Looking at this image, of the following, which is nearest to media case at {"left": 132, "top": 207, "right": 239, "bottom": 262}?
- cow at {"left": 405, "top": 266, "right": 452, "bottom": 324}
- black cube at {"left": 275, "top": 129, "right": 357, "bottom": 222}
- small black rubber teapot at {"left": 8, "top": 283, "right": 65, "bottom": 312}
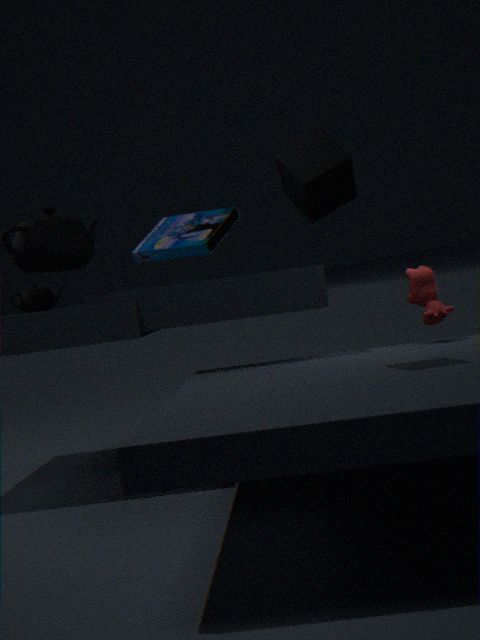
small black rubber teapot at {"left": 8, "top": 283, "right": 65, "bottom": 312}
